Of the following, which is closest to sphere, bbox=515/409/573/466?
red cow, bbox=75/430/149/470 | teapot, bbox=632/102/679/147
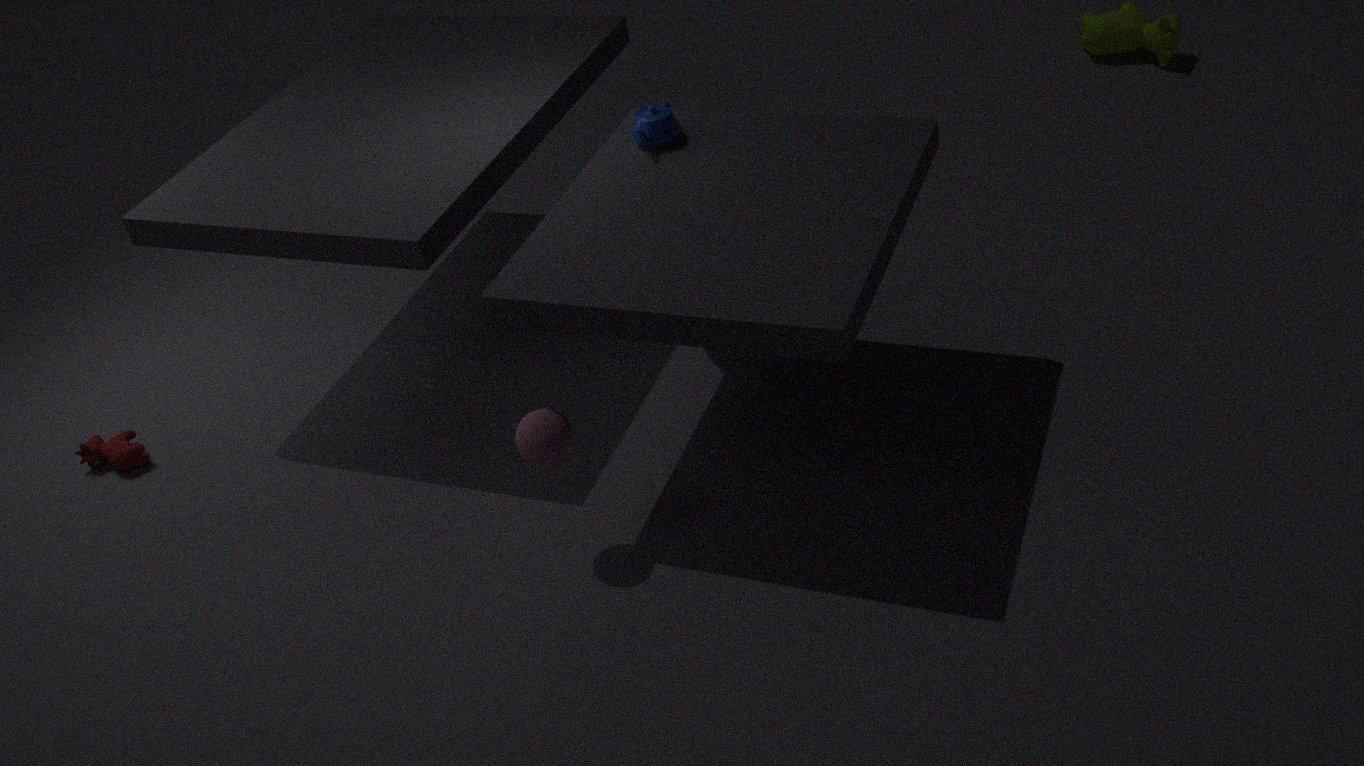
teapot, bbox=632/102/679/147
